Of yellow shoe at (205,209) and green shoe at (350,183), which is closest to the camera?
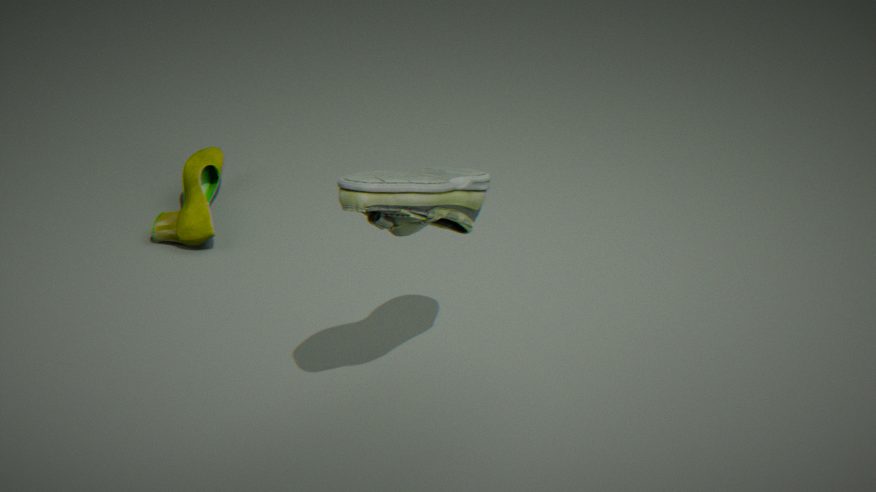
green shoe at (350,183)
